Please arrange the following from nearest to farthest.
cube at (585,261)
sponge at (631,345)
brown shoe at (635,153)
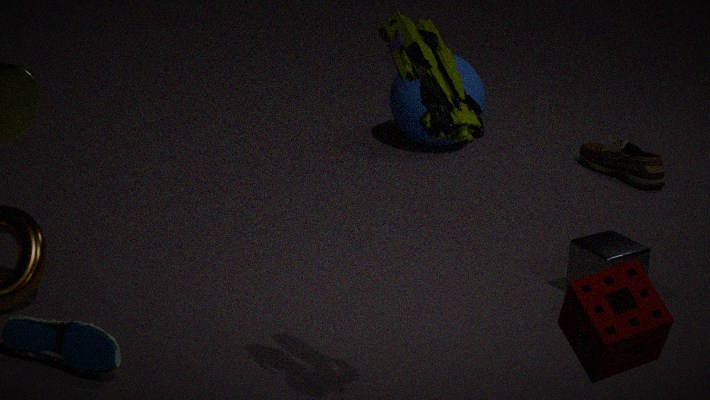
1. sponge at (631,345)
2. cube at (585,261)
3. brown shoe at (635,153)
